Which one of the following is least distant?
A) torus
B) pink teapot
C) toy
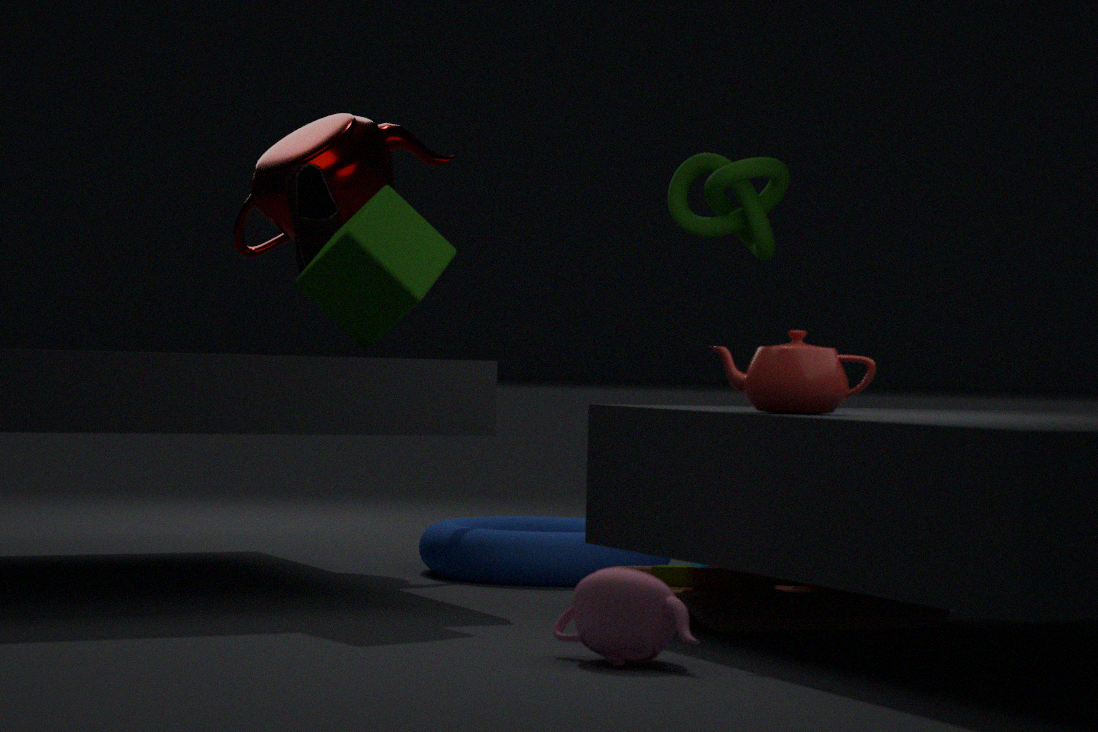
pink teapot
